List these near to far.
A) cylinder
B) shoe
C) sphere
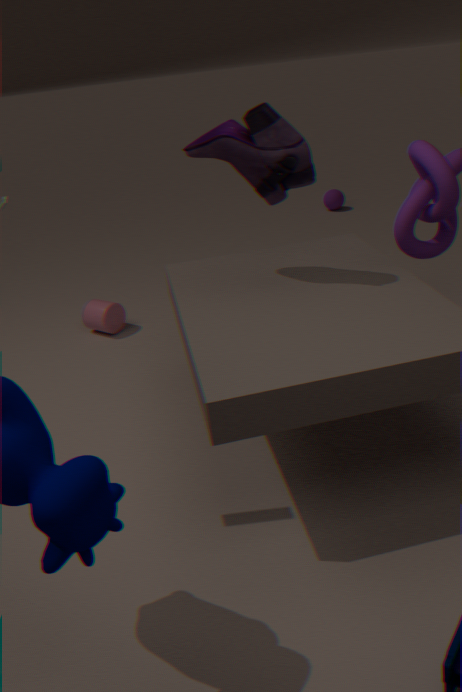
shoe
cylinder
sphere
